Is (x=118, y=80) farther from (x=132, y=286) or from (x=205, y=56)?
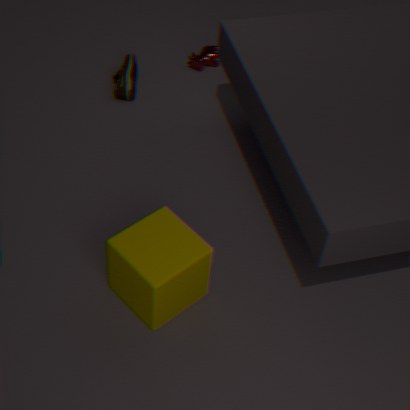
(x=132, y=286)
